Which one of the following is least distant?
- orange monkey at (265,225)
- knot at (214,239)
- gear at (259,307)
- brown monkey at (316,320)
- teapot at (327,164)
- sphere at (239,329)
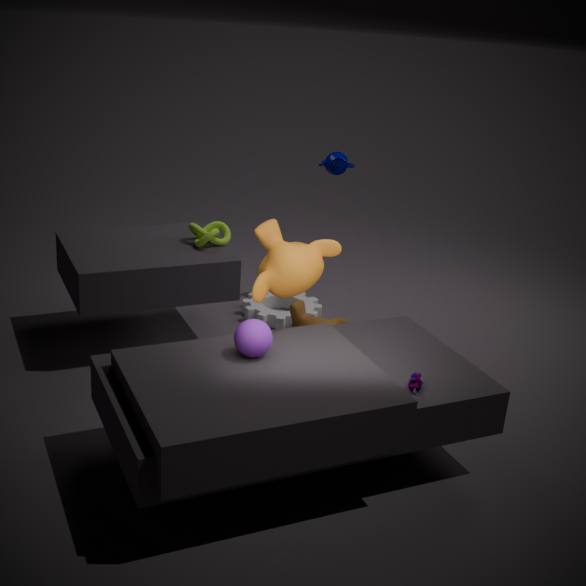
sphere at (239,329)
